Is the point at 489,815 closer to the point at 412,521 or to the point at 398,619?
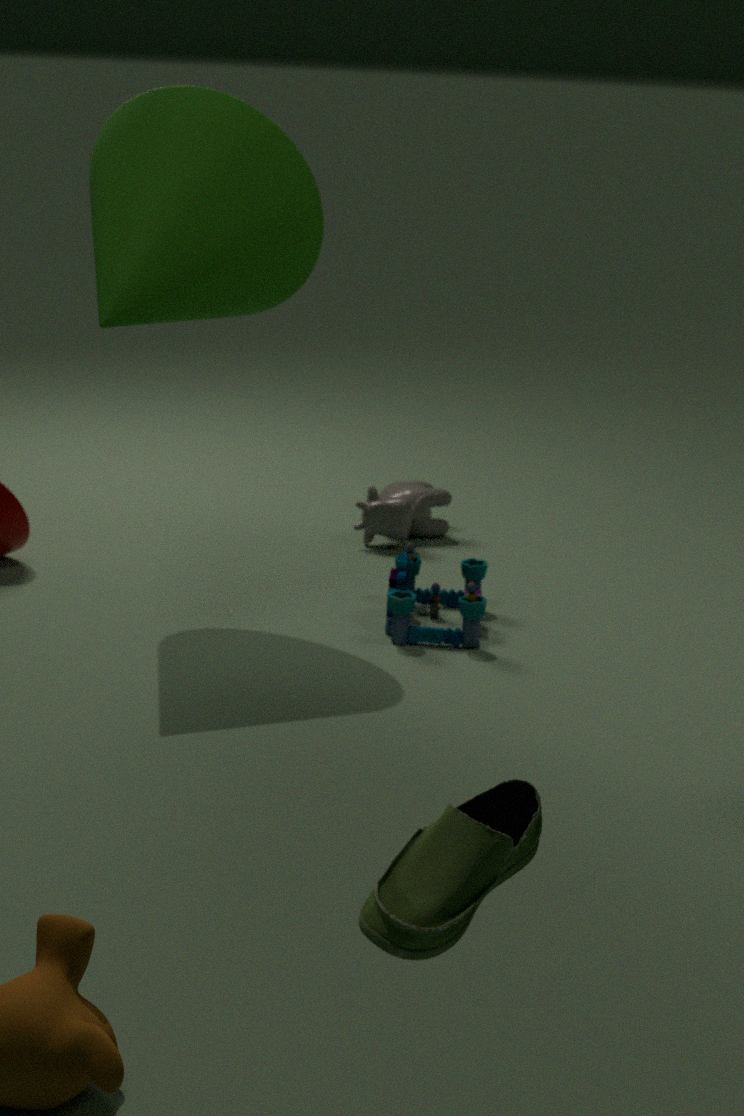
the point at 398,619
